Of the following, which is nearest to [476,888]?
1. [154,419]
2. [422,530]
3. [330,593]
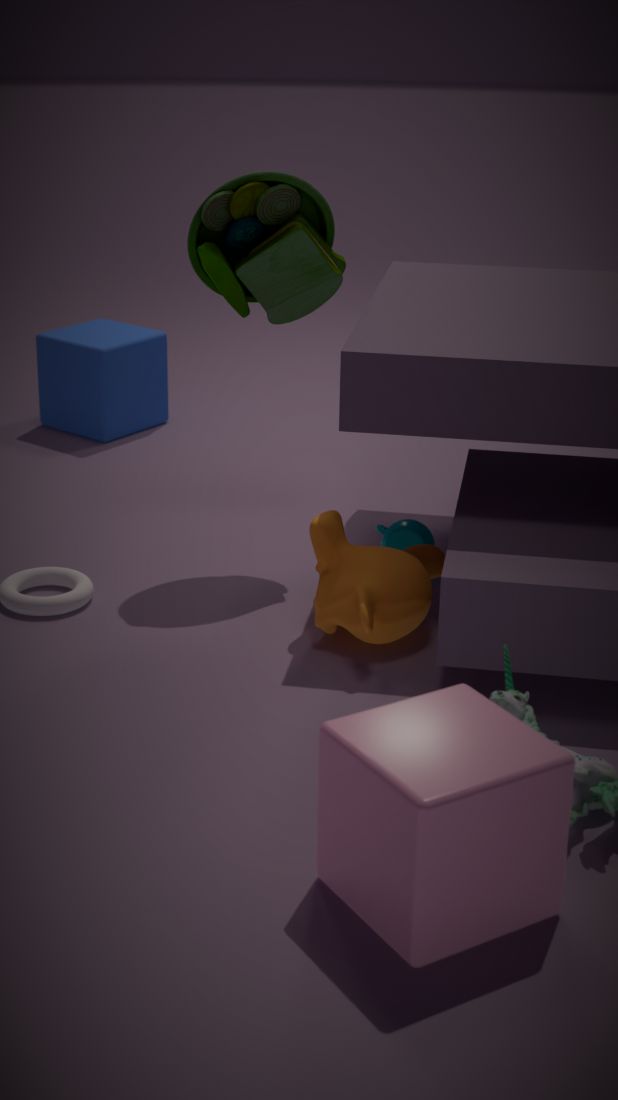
[330,593]
